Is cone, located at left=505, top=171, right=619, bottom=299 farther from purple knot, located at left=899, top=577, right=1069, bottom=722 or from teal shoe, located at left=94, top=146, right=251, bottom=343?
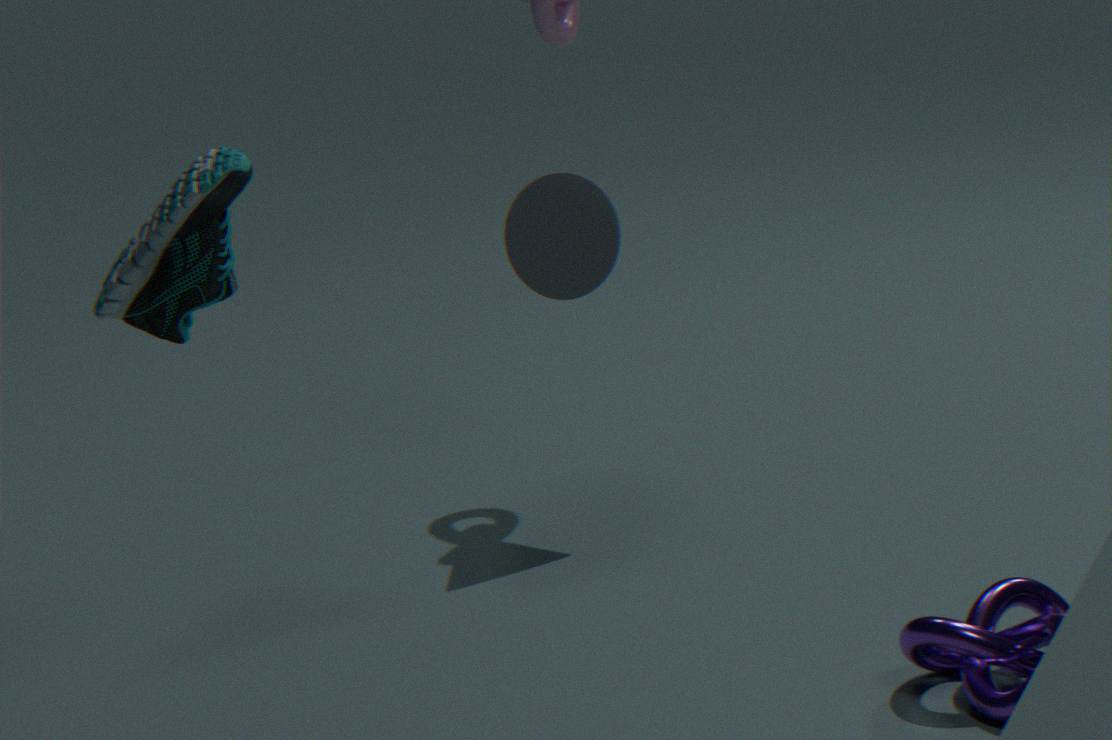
teal shoe, located at left=94, top=146, right=251, bottom=343
